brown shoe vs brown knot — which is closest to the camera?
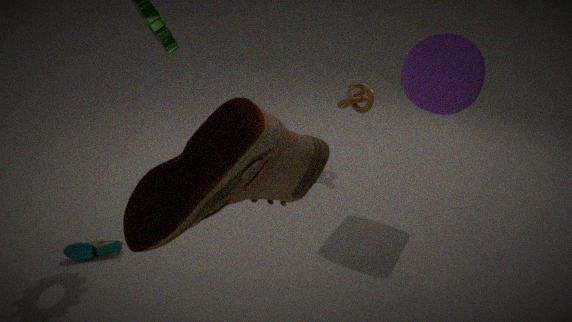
brown shoe
